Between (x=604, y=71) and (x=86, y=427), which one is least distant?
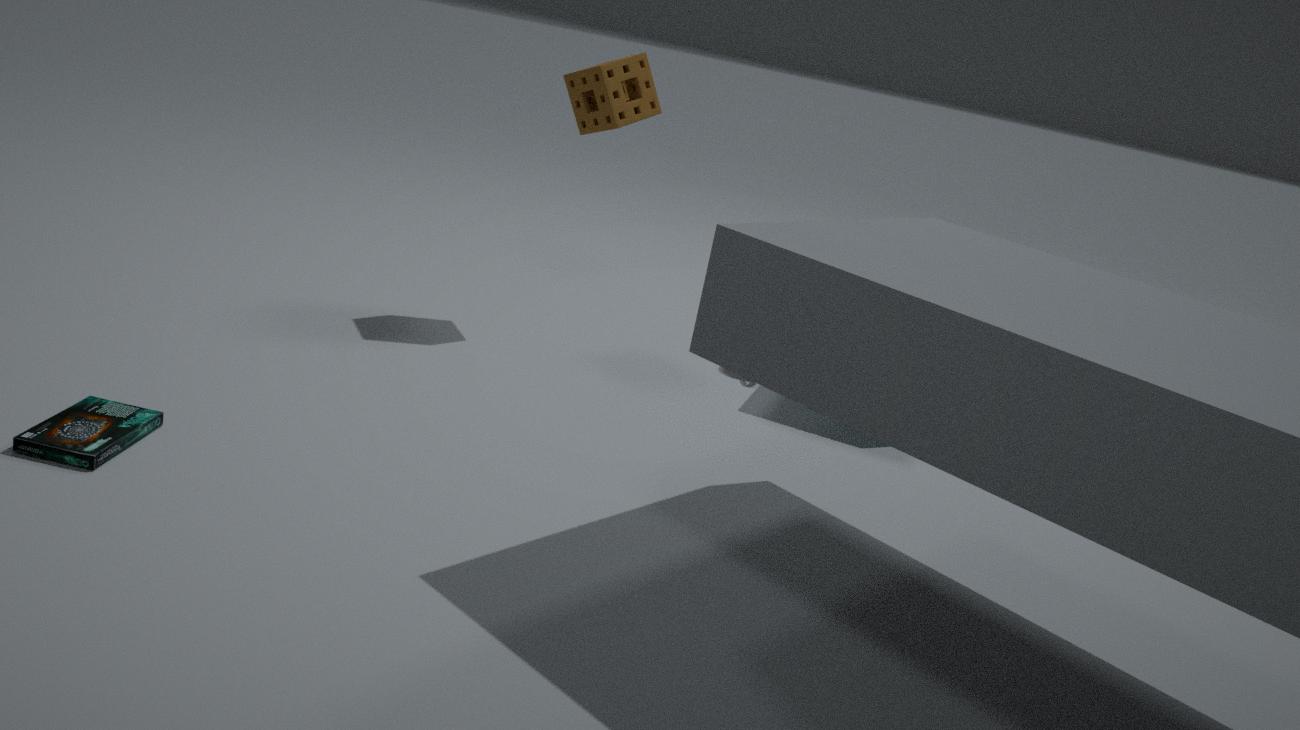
(x=86, y=427)
